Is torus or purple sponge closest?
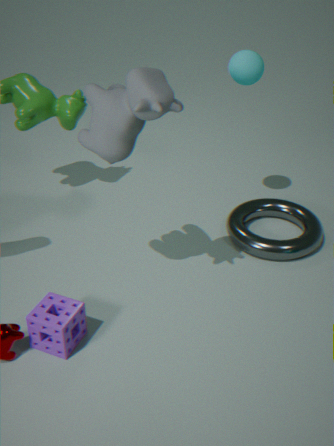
purple sponge
